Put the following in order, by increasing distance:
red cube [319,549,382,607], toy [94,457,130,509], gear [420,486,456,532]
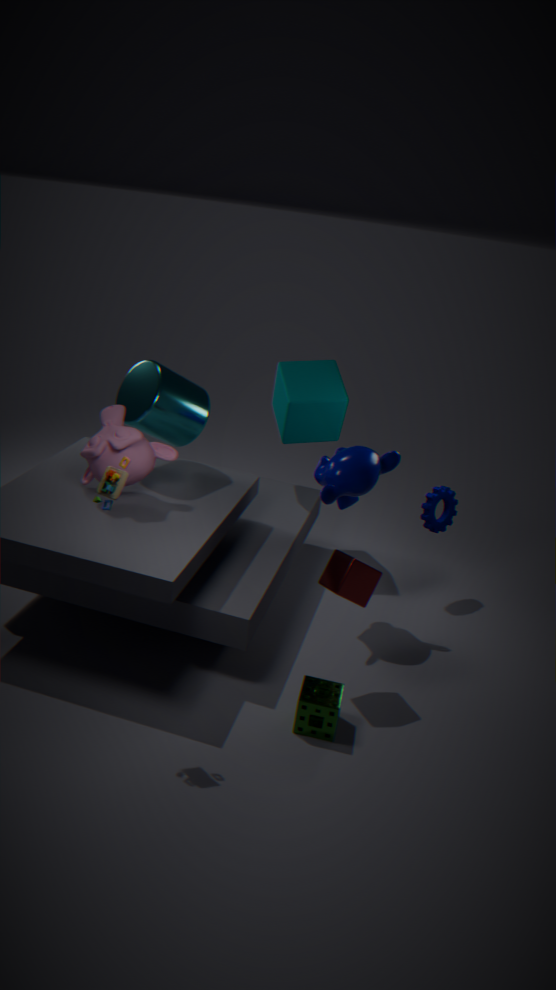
toy [94,457,130,509] → red cube [319,549,382,607] → gear [420,486,456,532]
